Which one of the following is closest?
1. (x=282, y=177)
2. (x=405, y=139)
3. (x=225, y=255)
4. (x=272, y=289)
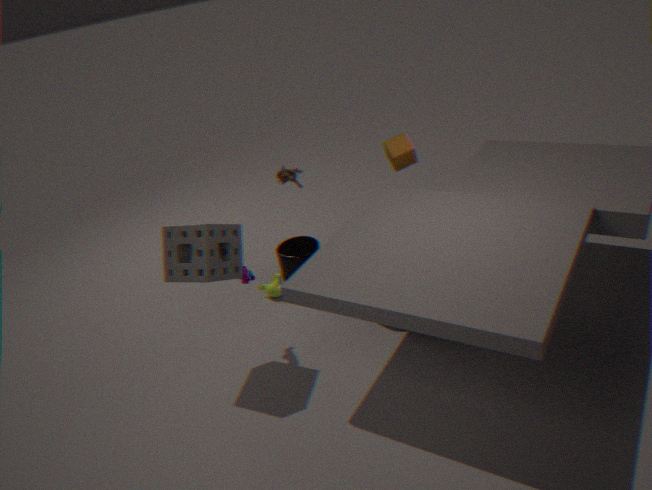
(x=225, y=255)
